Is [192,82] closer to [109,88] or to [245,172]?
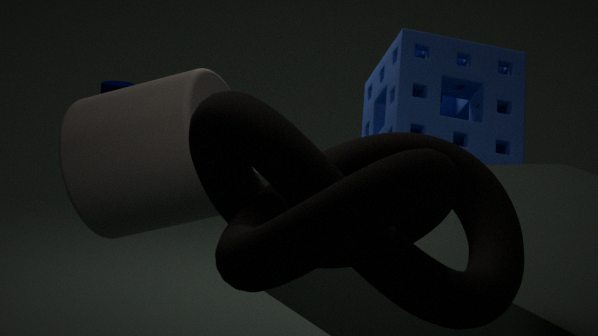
[245,172]
